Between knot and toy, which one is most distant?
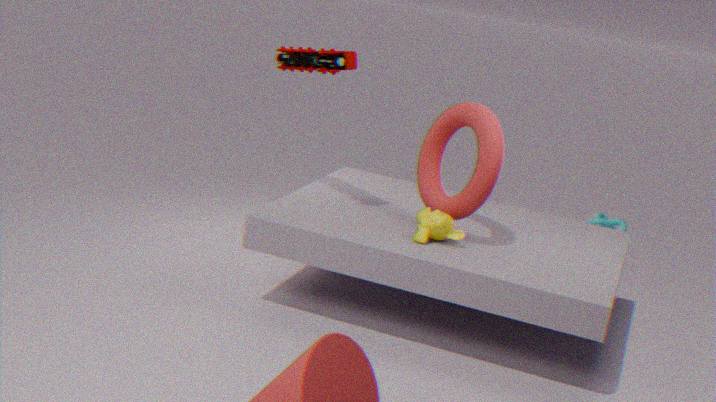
knot
